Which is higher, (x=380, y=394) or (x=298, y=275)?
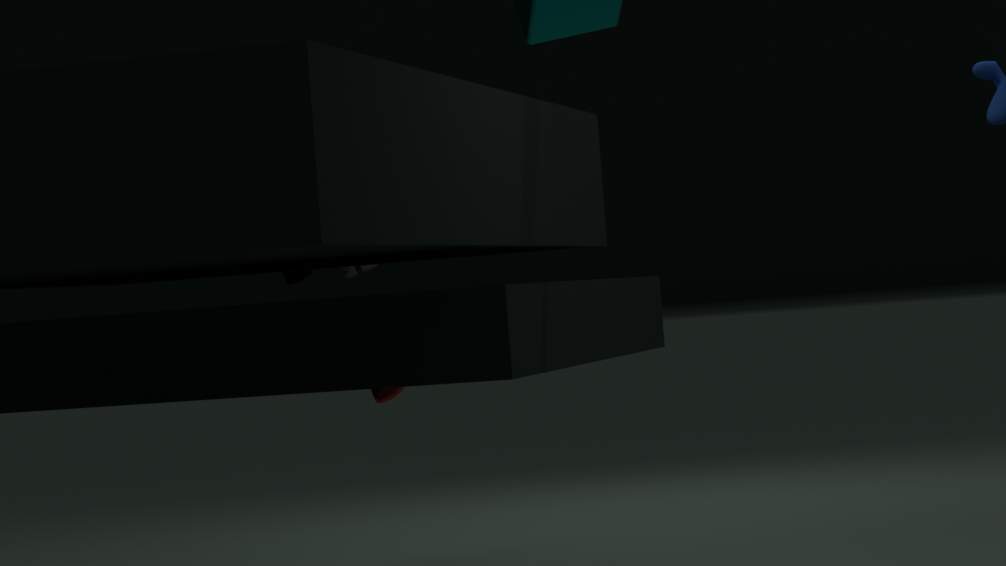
(x=298, y=275)
